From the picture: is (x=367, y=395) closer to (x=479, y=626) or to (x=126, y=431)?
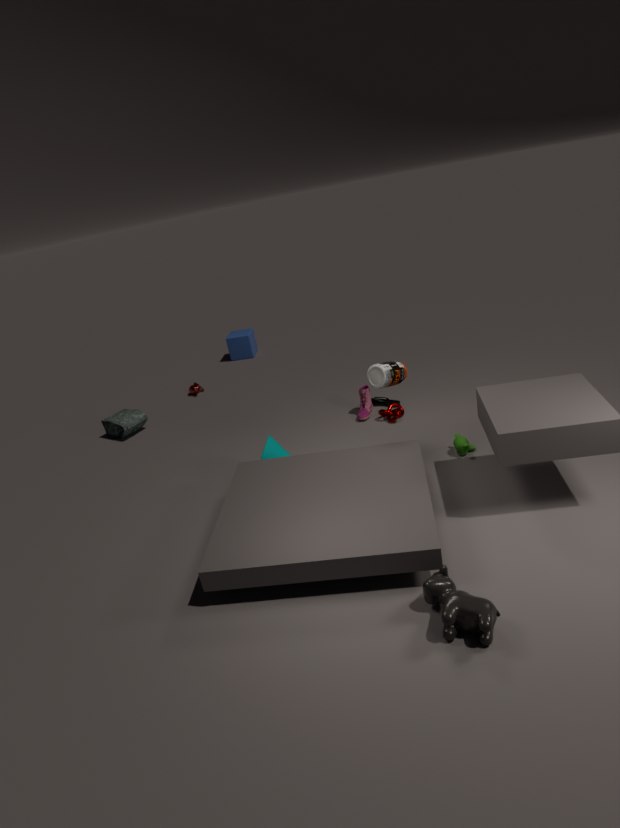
(x=126, y=431)
